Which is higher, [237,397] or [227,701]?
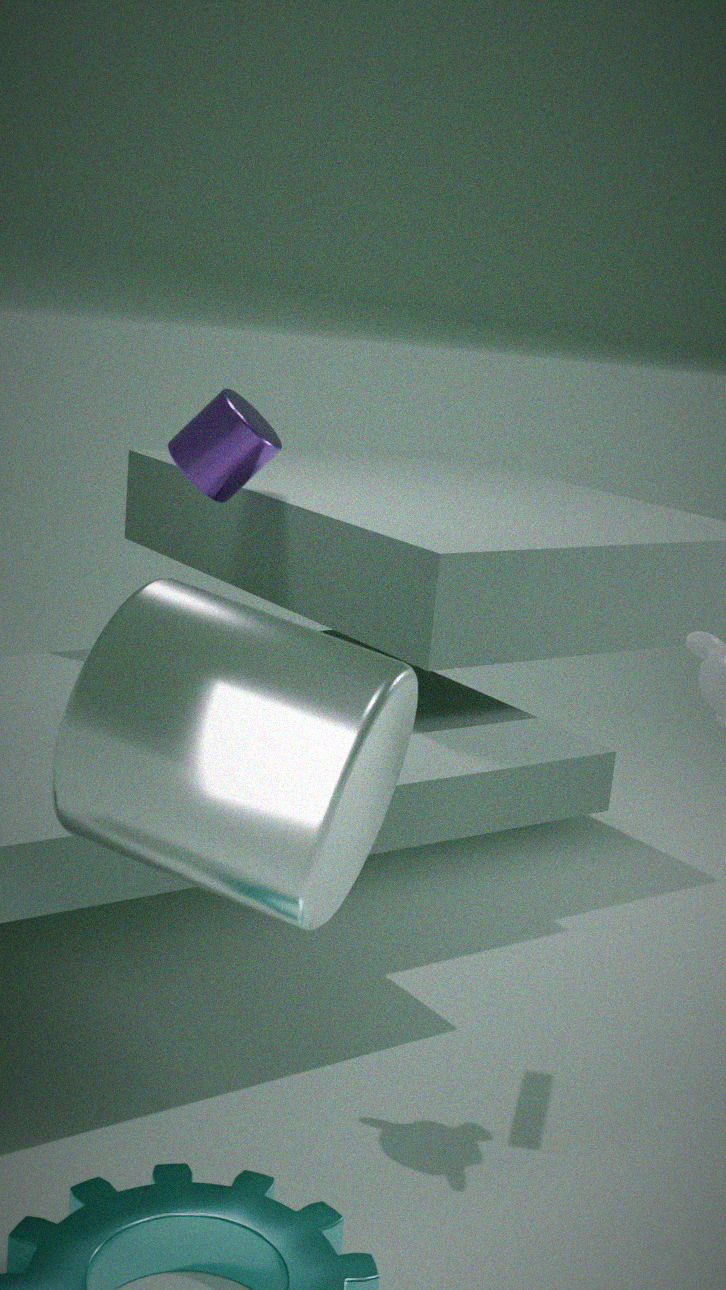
[237,397]
